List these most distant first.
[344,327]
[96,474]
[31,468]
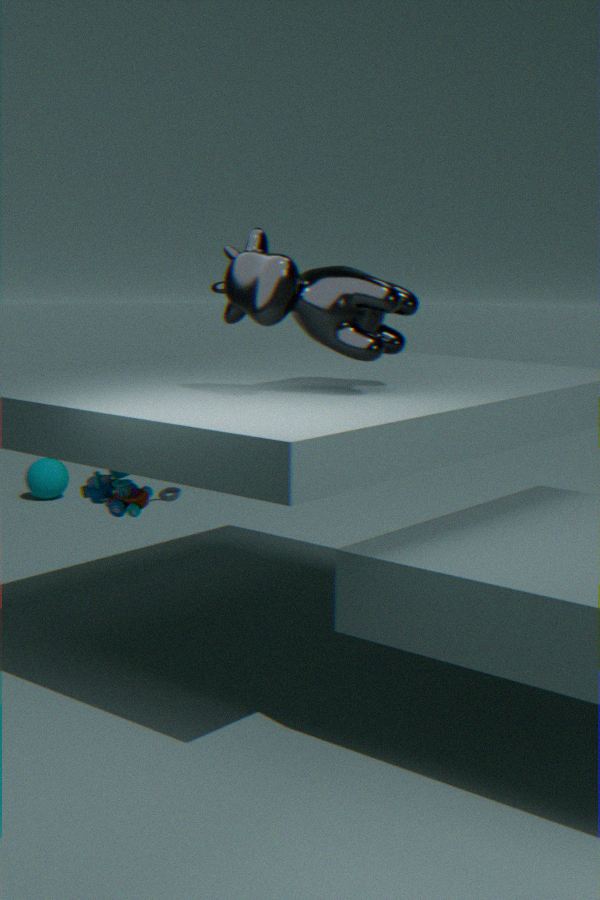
[31,468], [96,474], [344,327]
